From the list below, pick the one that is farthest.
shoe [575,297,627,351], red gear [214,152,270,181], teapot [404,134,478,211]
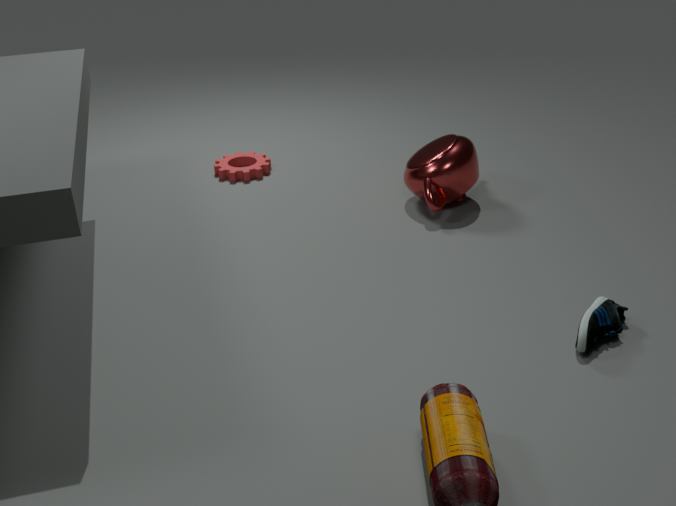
red gear [214,152,270,181]
